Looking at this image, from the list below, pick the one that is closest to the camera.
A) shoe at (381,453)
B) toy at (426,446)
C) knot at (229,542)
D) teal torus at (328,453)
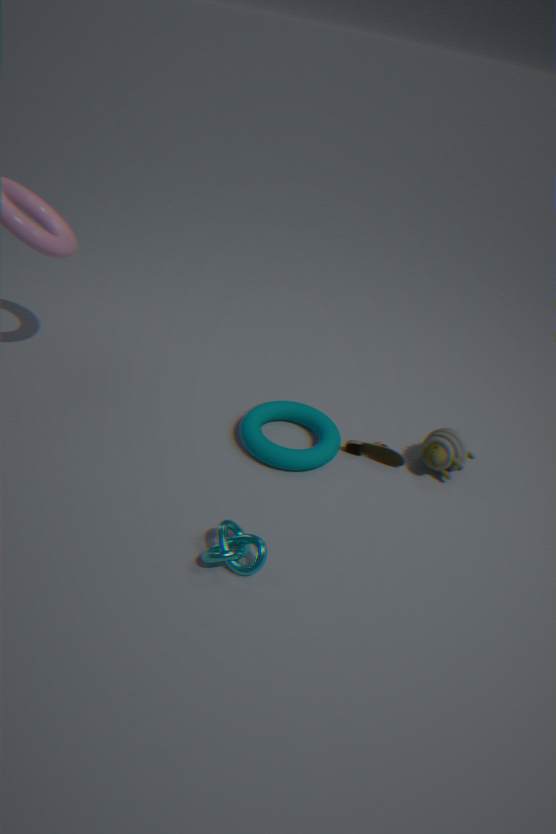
knot at (229,542)
